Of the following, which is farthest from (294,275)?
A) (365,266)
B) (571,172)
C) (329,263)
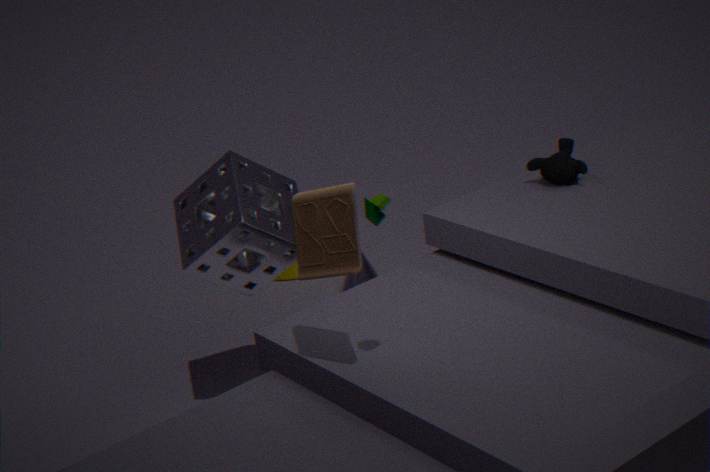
(329,263)
